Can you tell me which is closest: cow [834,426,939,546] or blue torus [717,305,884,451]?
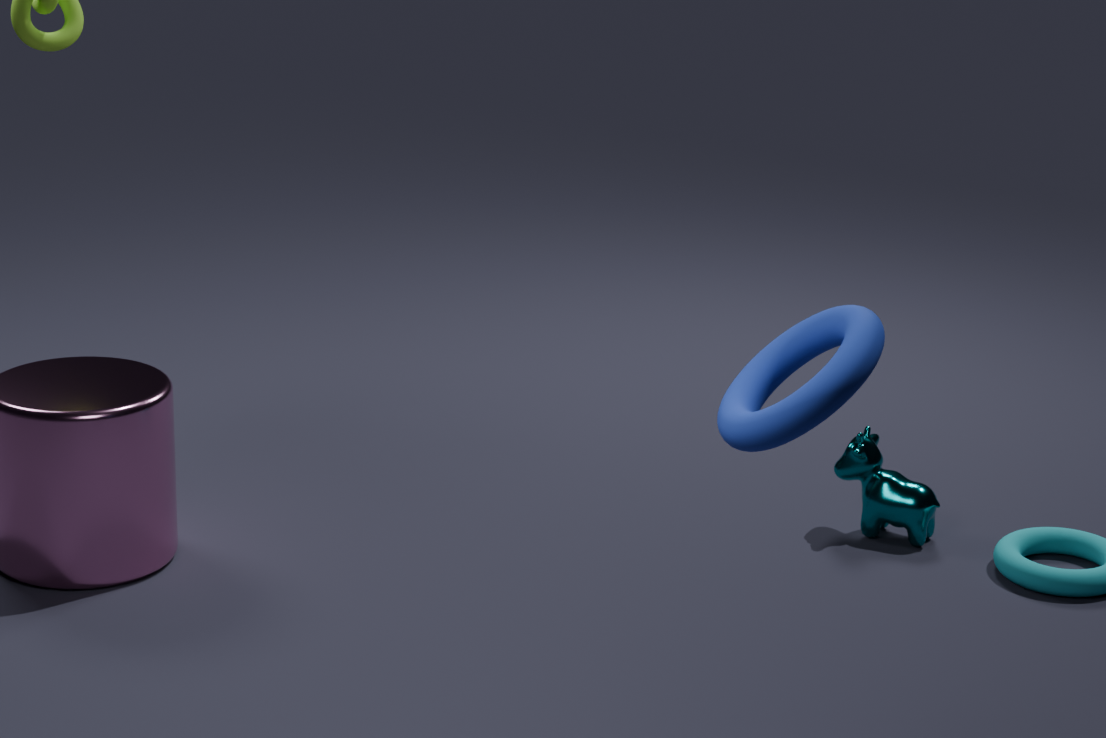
blue torus [717,305,884,451]
